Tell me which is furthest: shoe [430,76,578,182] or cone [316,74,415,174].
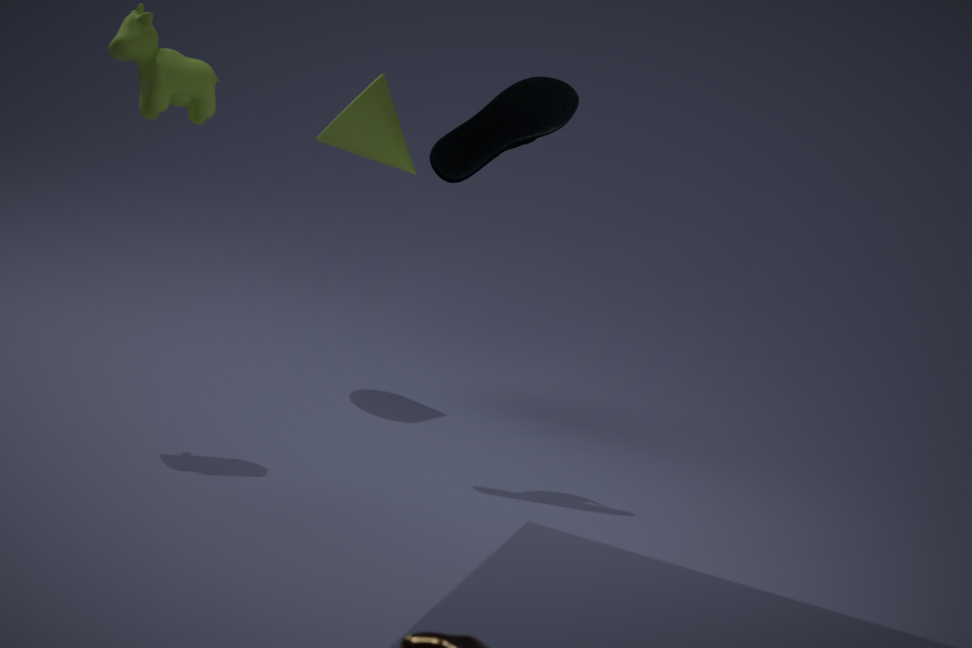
cone [316,74,415,174]
